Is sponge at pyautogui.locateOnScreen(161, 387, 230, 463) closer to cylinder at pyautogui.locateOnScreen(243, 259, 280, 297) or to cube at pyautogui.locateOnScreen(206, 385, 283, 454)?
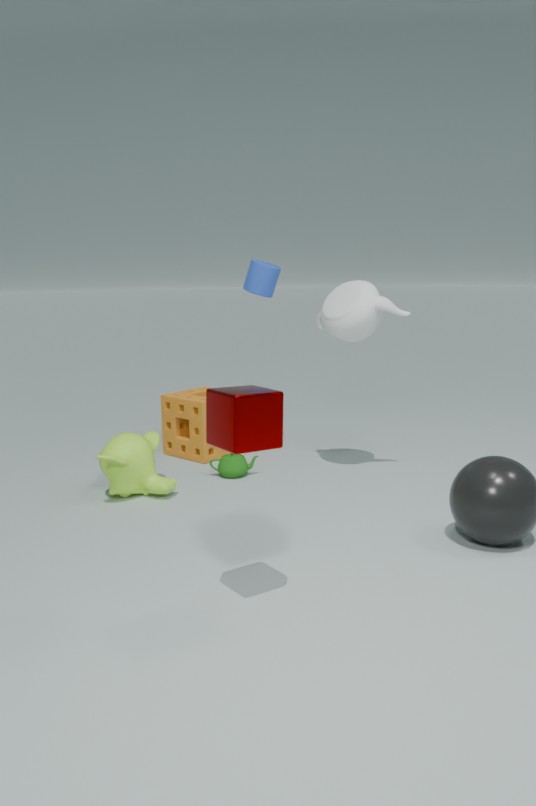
cylinder at pyautogui.locateOnScreen(243, 259, 280, 297)
